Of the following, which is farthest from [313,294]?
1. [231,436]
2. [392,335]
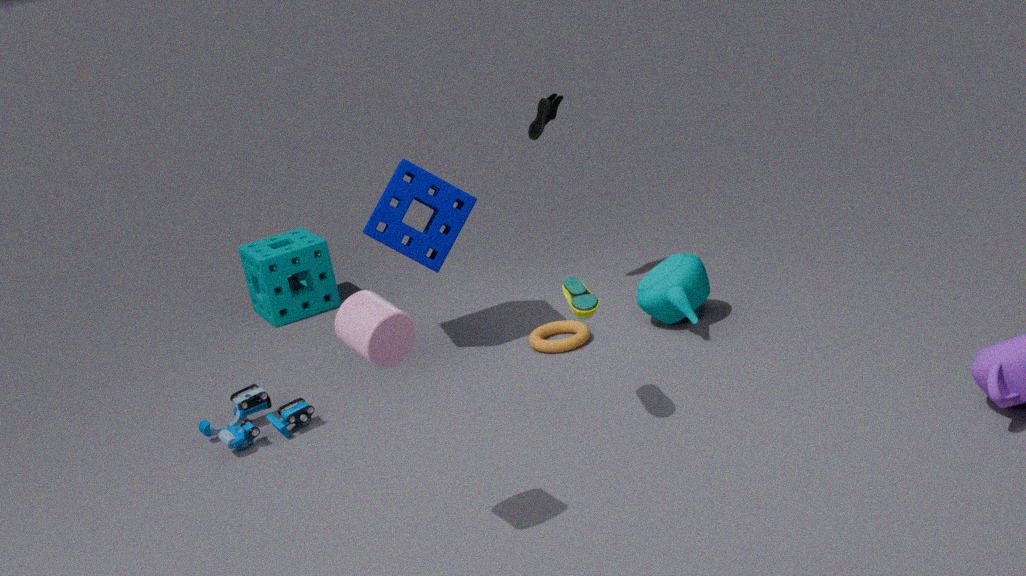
[392,335]
